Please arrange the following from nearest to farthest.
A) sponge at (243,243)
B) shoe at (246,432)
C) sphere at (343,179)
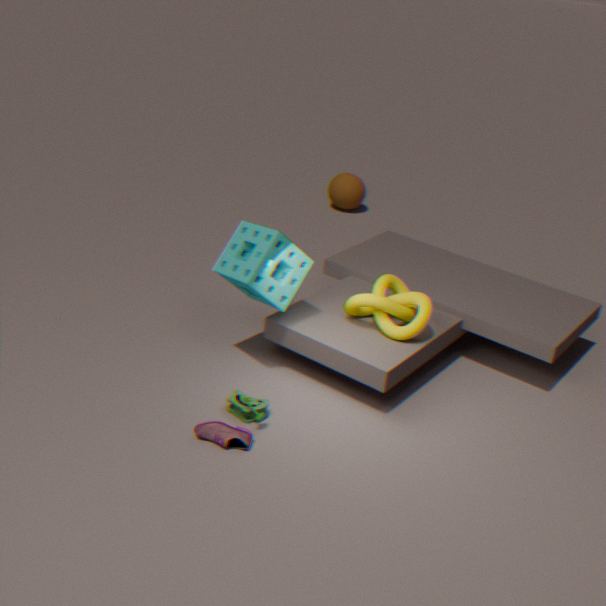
shoe at (246,432) → sponge at (243,243) → sphere at (343,179)
